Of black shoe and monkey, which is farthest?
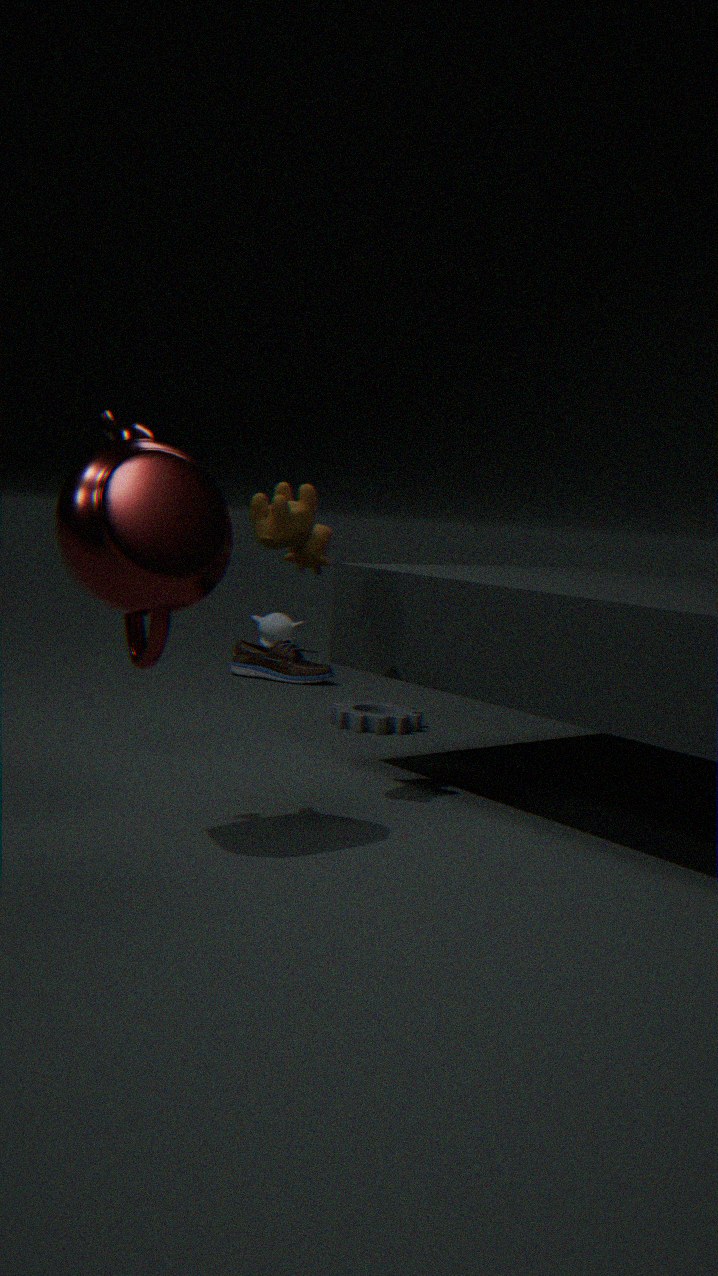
monkey
